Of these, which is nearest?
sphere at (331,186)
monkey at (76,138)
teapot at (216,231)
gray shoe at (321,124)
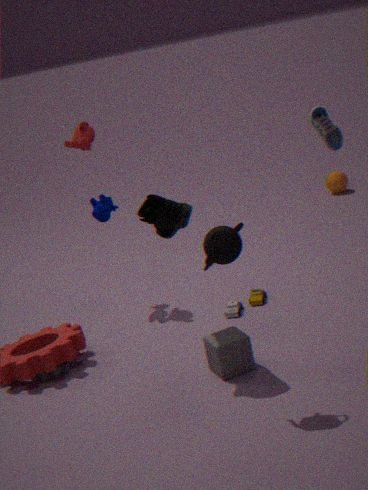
teapot at (216,231)
